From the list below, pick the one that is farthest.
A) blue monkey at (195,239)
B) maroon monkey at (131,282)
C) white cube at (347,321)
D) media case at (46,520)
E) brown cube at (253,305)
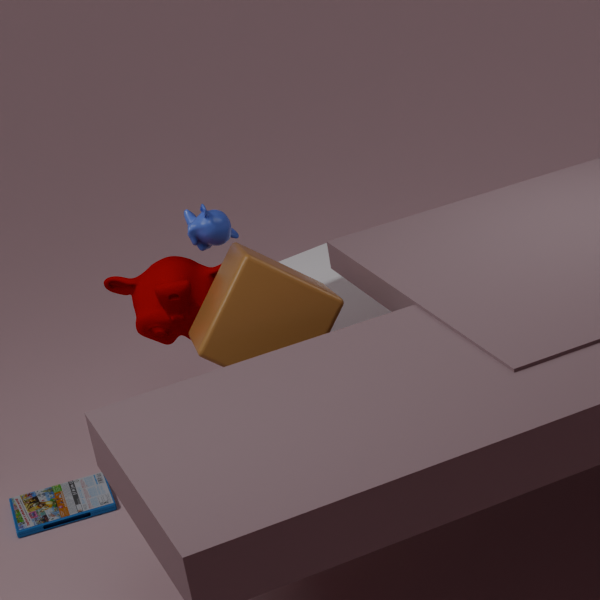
C. white cube at (347,321)
